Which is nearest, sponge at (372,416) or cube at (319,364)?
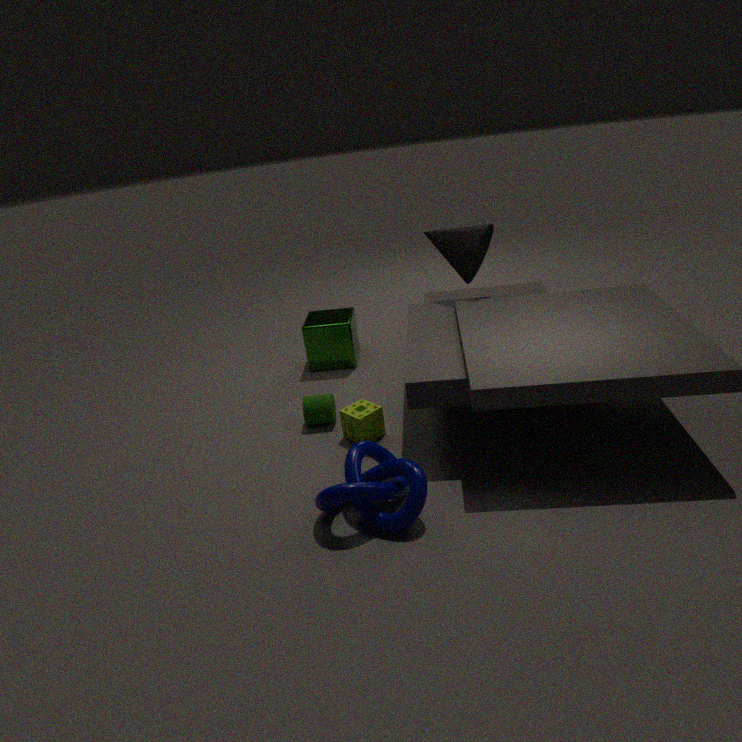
sponge at (372,416)
